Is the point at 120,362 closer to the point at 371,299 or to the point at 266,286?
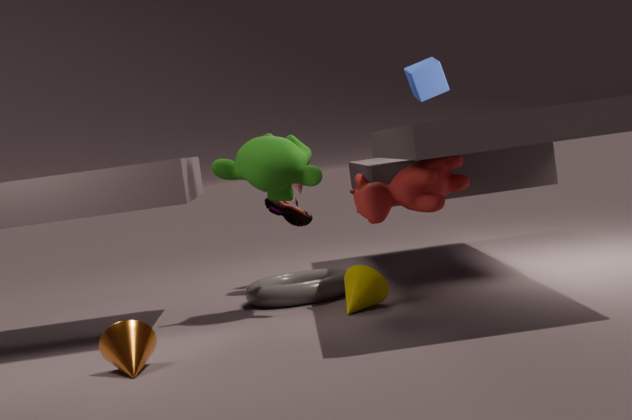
the point at 371,299
